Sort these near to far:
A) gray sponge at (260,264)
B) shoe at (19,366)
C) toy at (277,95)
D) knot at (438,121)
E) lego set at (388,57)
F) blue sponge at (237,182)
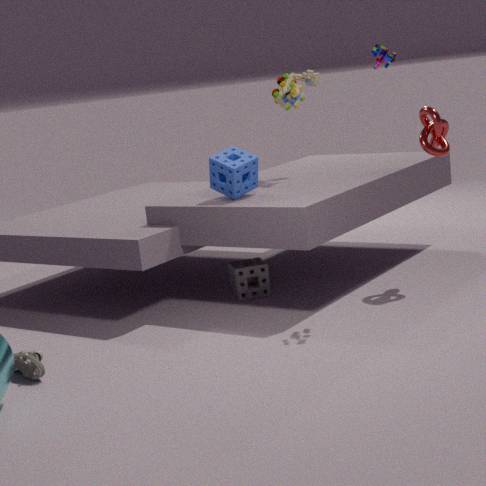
shoe at (19,366) → lego set at (388,57) → knot at (438,121) → blue sponge at (237,182) → gray sponge at (260,264) → toy at (277,95)
